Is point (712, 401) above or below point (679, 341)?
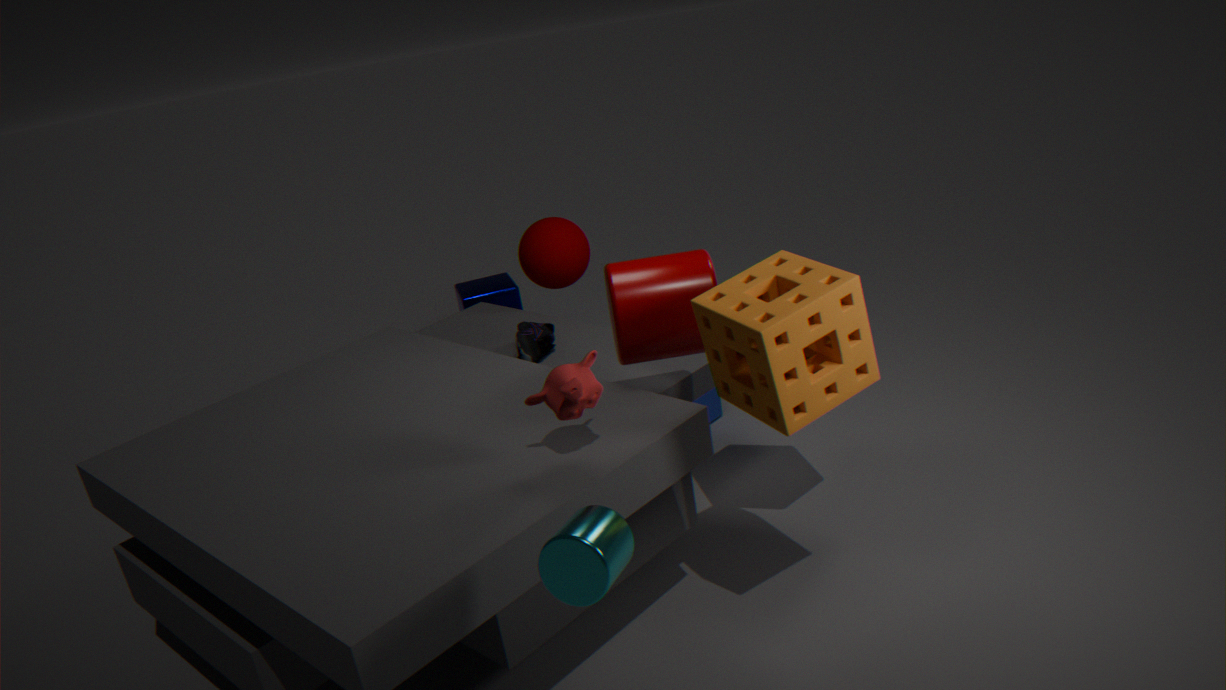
below
